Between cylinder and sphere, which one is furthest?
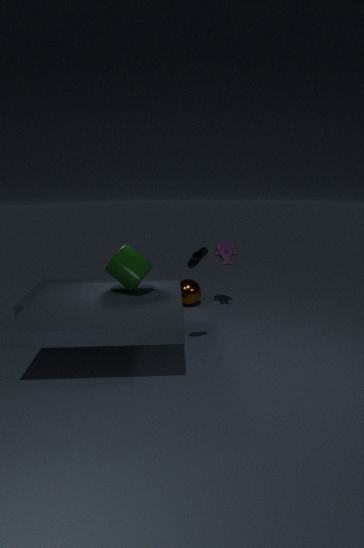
sphere
